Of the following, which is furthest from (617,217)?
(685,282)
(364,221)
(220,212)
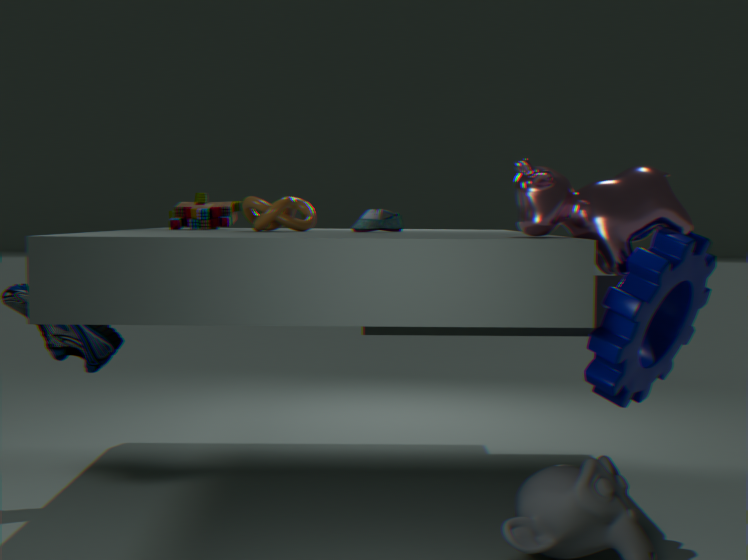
(220,212)
